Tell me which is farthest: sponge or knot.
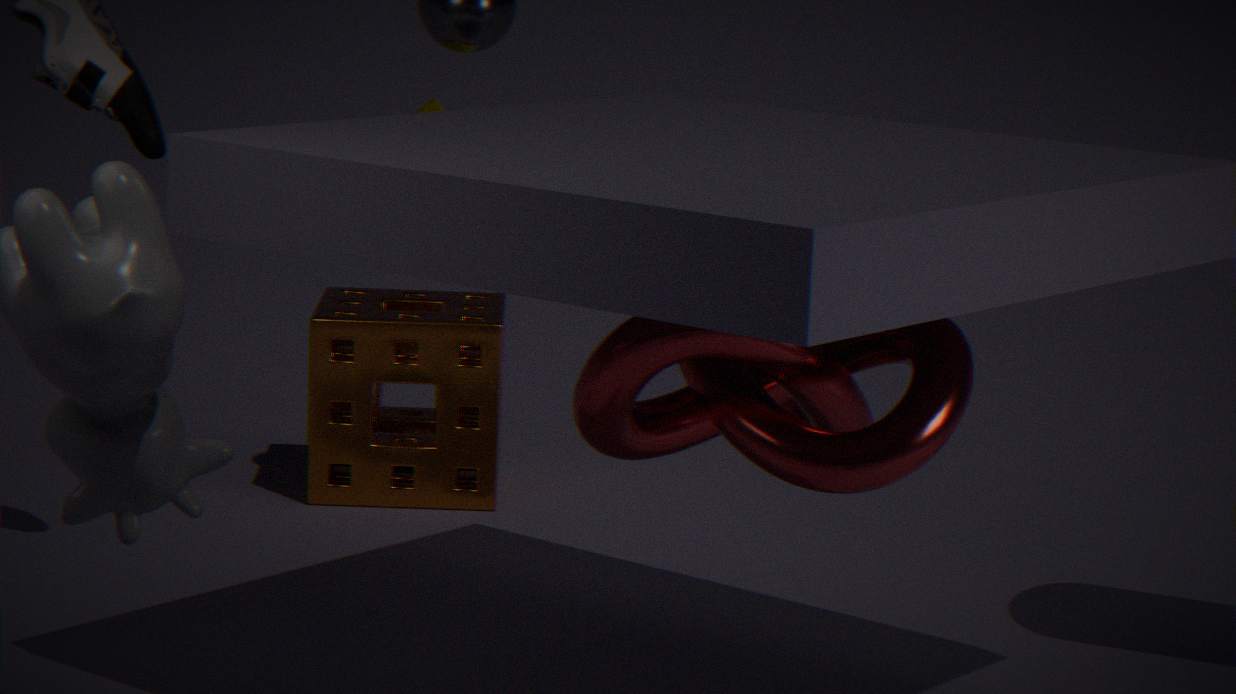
sponge
